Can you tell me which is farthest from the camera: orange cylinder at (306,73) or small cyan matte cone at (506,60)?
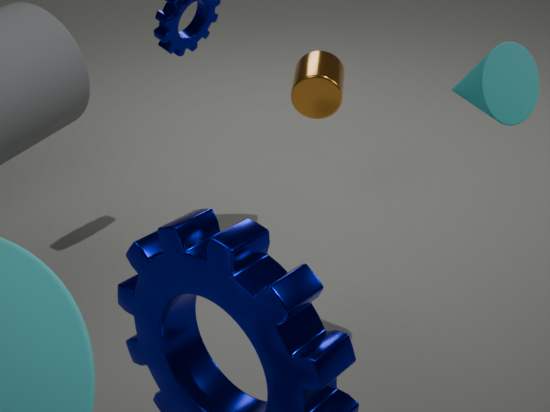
orange cylinder at (306,73)
